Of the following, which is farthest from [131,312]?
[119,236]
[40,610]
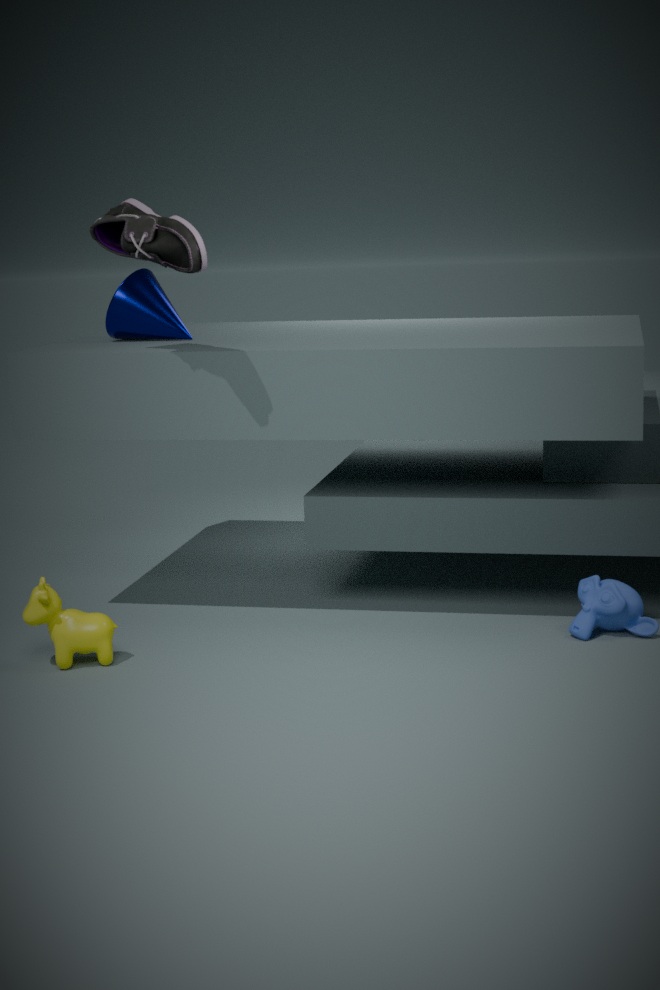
[40,610]
